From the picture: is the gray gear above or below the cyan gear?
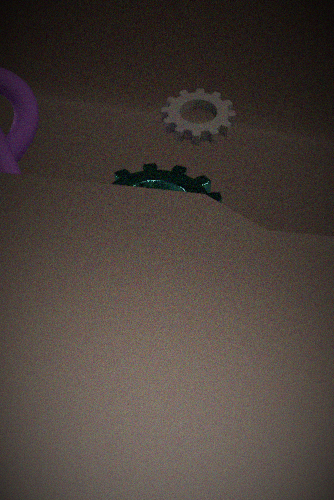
above
